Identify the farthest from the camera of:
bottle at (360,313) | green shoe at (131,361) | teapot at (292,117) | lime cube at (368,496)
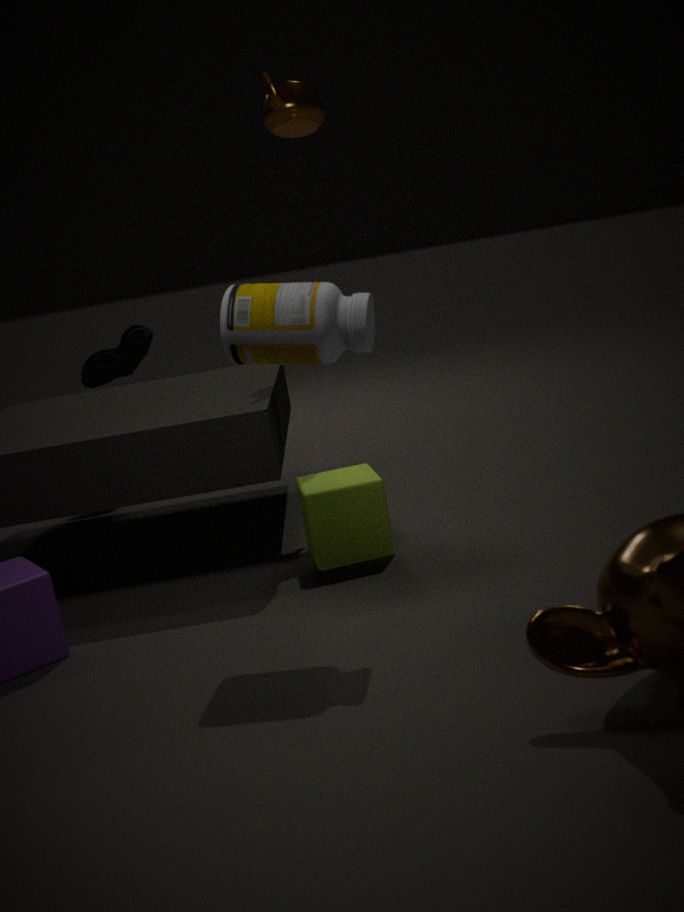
green shoe at (131,361)
